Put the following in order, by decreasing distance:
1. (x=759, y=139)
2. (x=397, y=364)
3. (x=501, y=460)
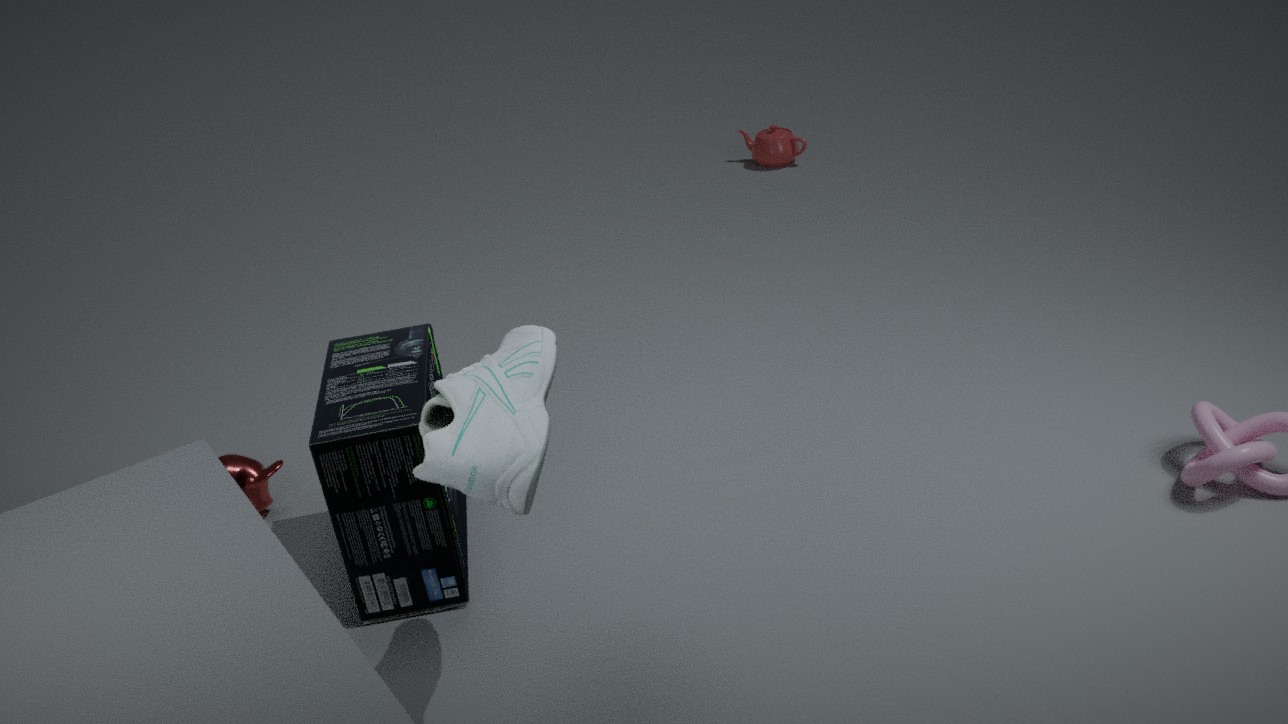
(x=759, y=139), (x=397, y=364), (x=501, y=460)
